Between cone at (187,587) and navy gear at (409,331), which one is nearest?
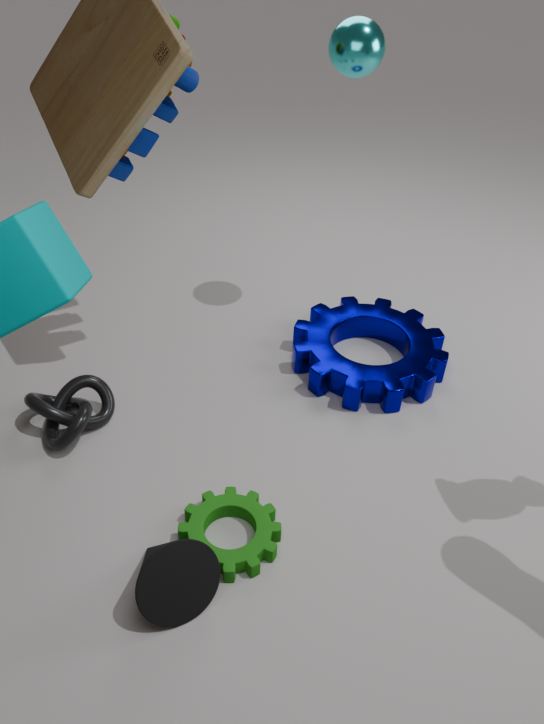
cone at (187,587)
